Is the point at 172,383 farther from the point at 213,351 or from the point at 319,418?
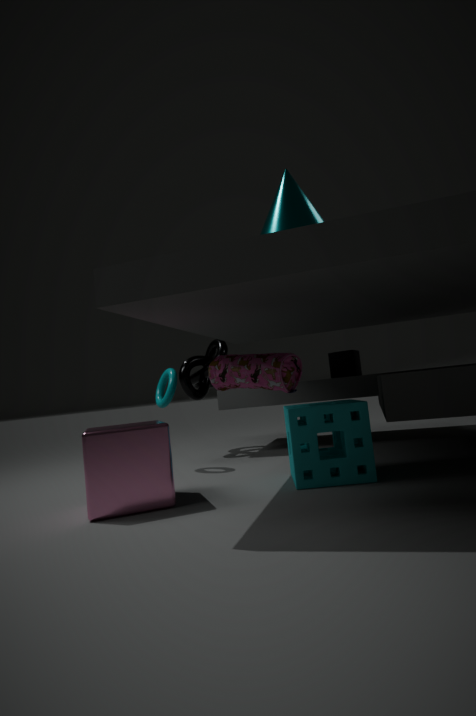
the point at 319,418
